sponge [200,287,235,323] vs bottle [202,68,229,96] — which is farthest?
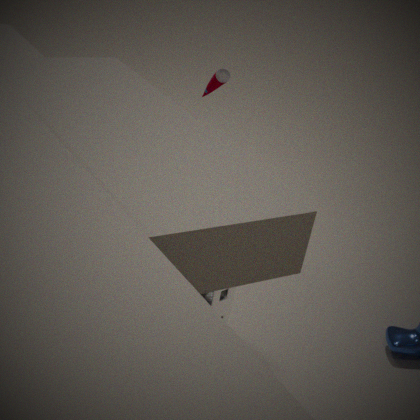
bottle [202,68,229,96]
